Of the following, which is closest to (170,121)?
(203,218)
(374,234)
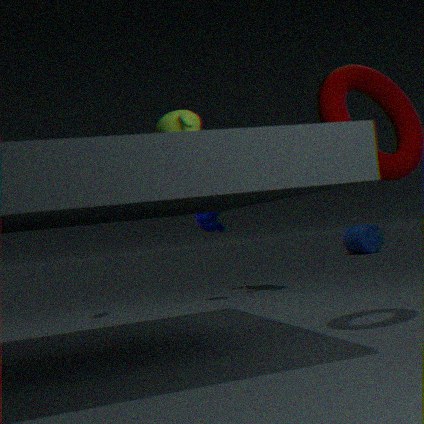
(203,218)
